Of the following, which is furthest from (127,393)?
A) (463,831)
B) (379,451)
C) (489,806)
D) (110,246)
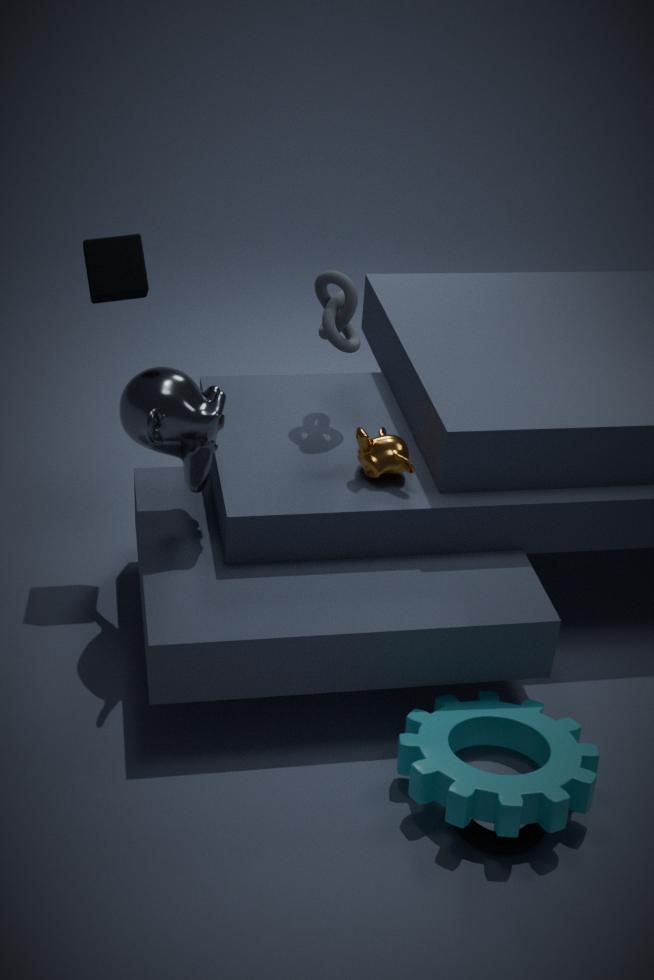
(463,831)
